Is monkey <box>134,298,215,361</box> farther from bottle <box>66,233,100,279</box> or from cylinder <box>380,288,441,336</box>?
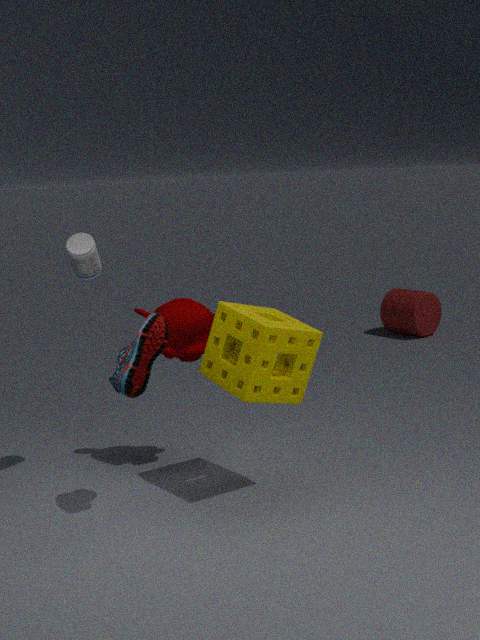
cylinder <box>380,288,441,336</box>
